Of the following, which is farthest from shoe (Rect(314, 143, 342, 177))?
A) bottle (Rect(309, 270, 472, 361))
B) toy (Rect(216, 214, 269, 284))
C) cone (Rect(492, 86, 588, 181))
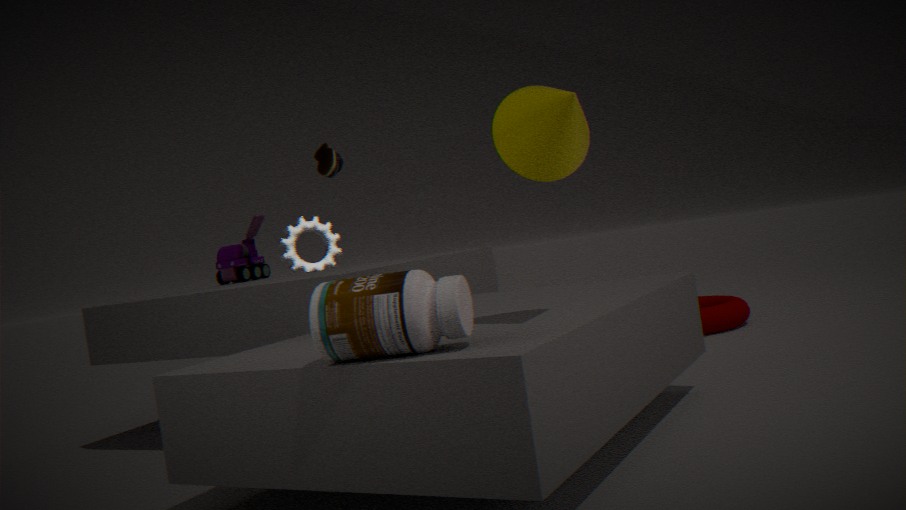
bottle (Rect(309, 270, 472, 361))
